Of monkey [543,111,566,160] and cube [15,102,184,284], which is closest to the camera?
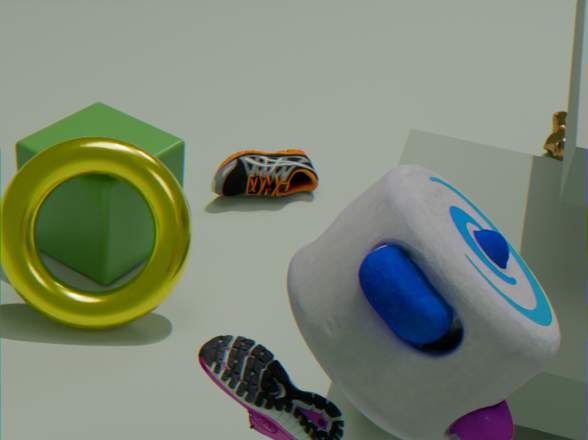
cube [15,102,184,284]
